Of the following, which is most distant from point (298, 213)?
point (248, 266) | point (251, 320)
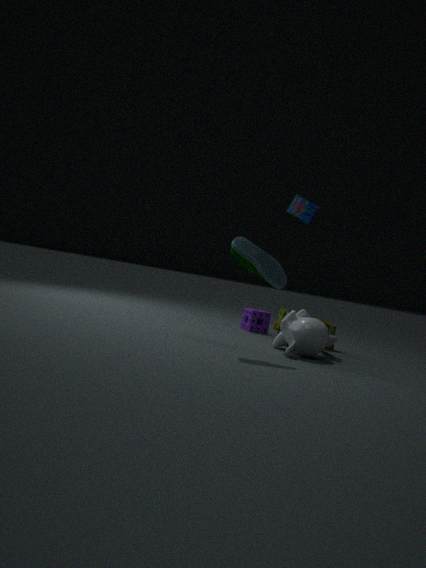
point (248, 266)
